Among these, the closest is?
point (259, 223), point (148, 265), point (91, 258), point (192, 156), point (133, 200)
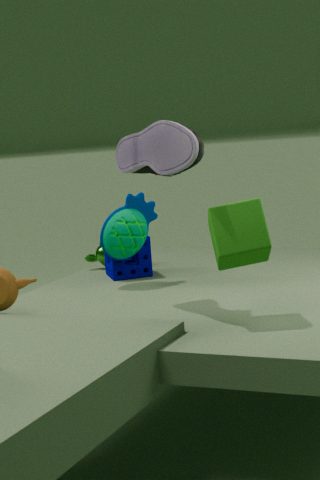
point (259, 223)
